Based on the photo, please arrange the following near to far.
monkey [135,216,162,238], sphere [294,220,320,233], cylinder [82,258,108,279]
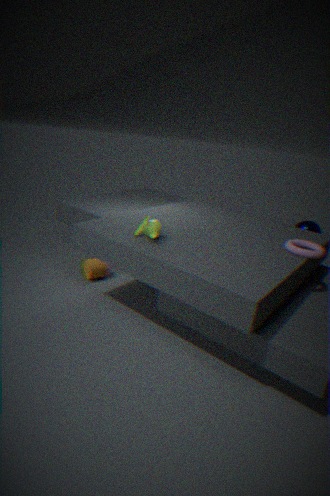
Answer: monkey [135,216,162,238] → cylinder [82,258,108,279] → sphere [294,220,320,233]
